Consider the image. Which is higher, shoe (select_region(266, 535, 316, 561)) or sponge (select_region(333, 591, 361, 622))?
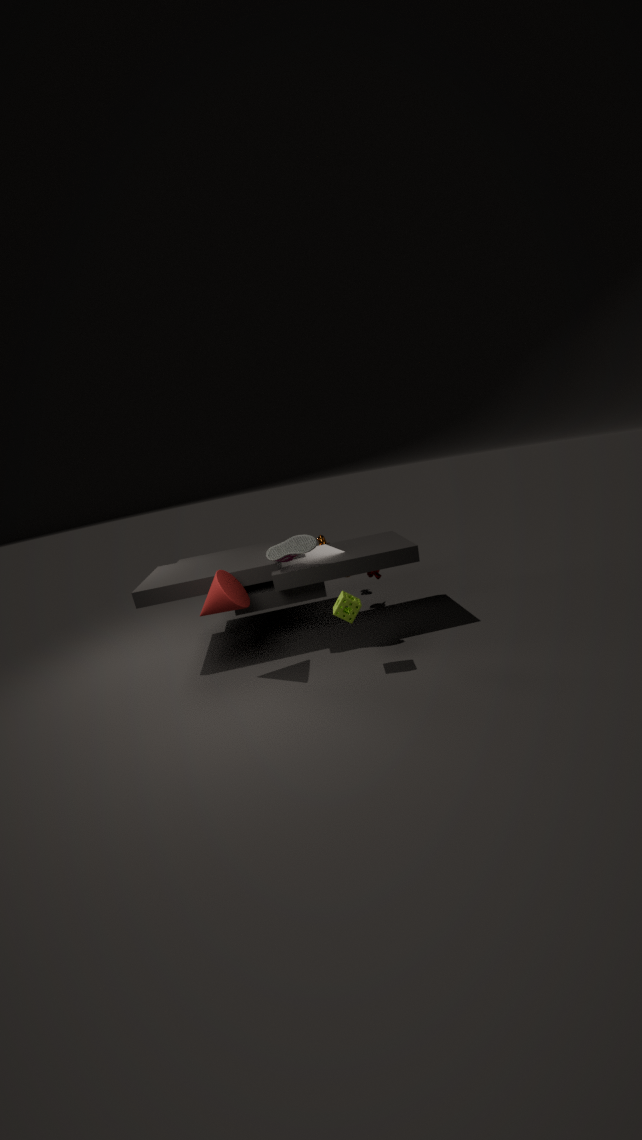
shoe (select_region(266, 535, 316, 561))
